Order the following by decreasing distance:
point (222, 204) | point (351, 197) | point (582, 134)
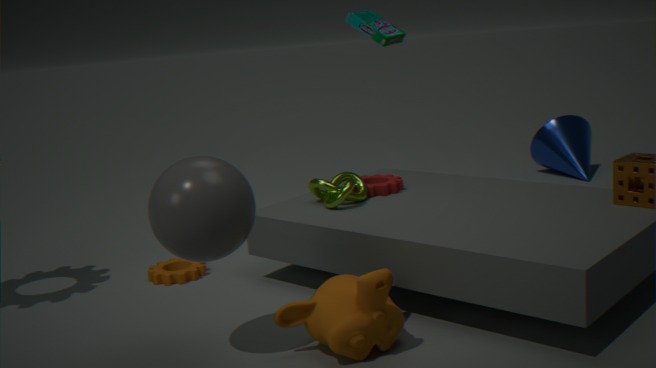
1. point (582, 134)
2. point (351, 197)
3. point (222, 204)
